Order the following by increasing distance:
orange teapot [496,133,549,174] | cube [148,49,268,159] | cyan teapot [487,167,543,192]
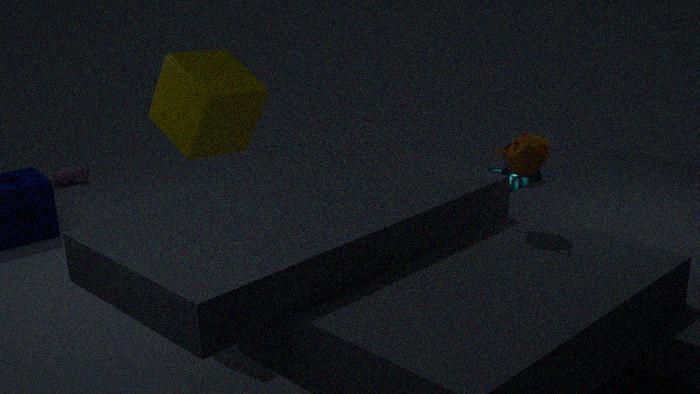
orange teapot [496,133,549,174] → cube [148,49,268,159] → cyan teapot [487,167,543,192]
